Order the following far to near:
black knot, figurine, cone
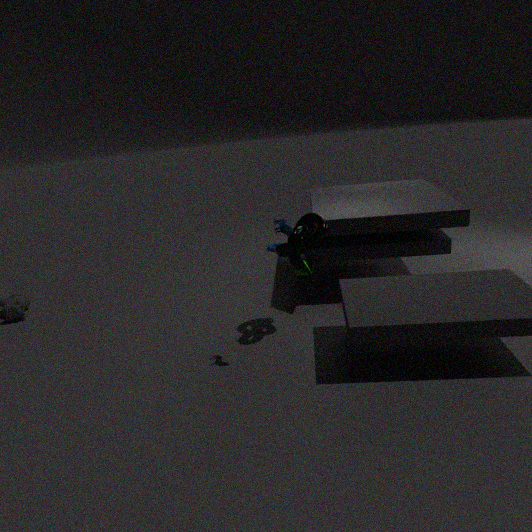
cone
black knot
figurine
